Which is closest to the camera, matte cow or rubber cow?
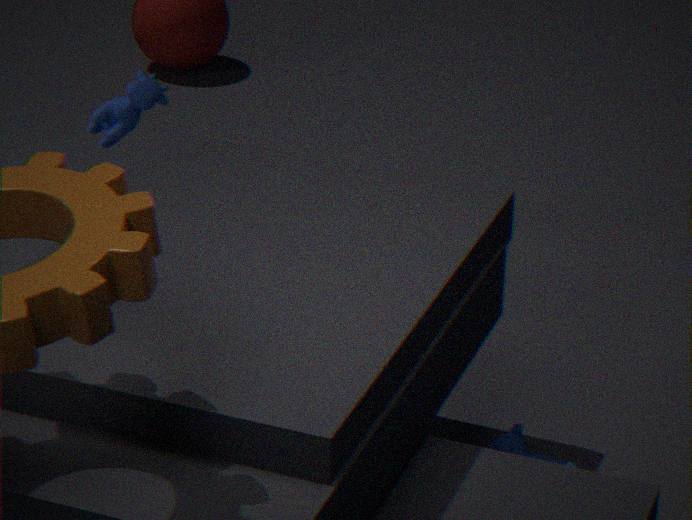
matte cow
